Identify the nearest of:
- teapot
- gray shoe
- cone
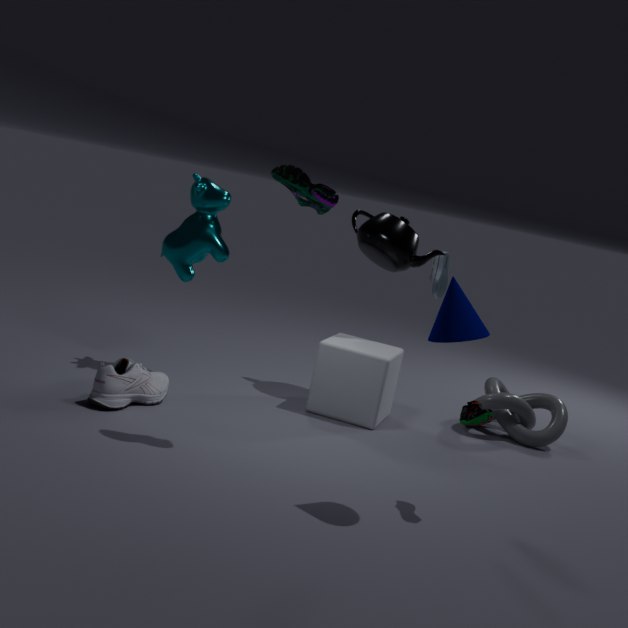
cone
